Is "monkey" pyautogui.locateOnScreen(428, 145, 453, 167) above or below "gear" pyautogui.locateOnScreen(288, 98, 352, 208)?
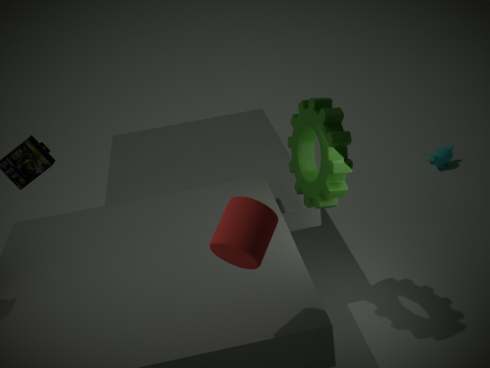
below
